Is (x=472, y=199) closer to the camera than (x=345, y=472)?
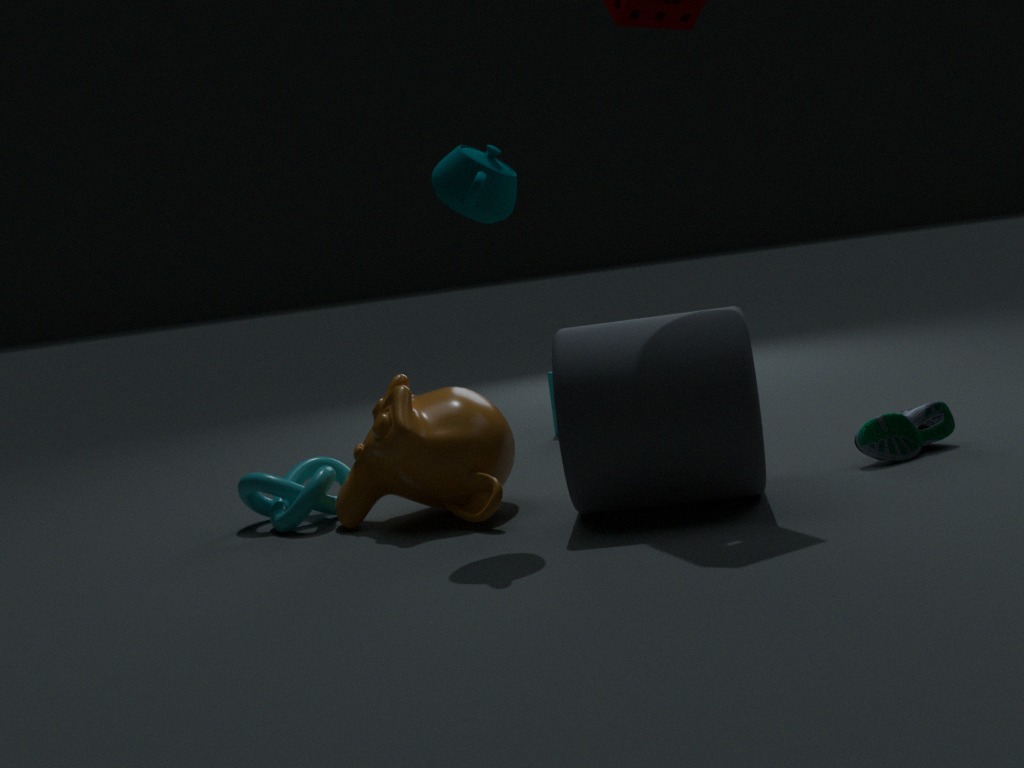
Yes
